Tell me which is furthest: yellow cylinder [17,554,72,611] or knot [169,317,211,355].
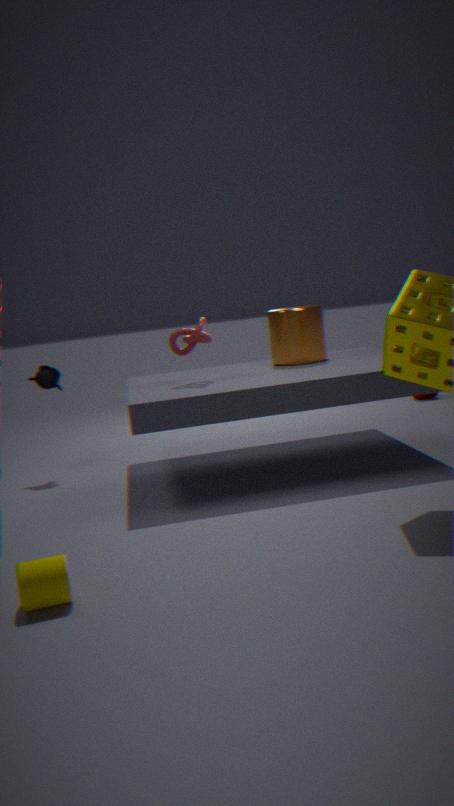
knot [169,317,211,355]
